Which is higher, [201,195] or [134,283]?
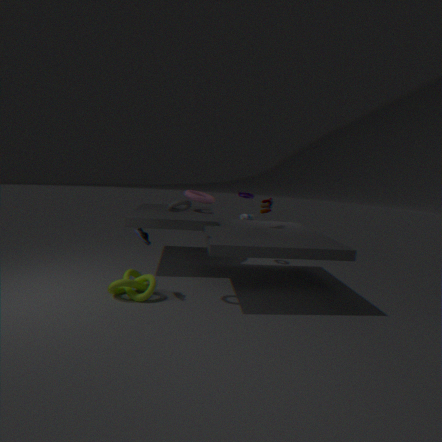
[201,195]
